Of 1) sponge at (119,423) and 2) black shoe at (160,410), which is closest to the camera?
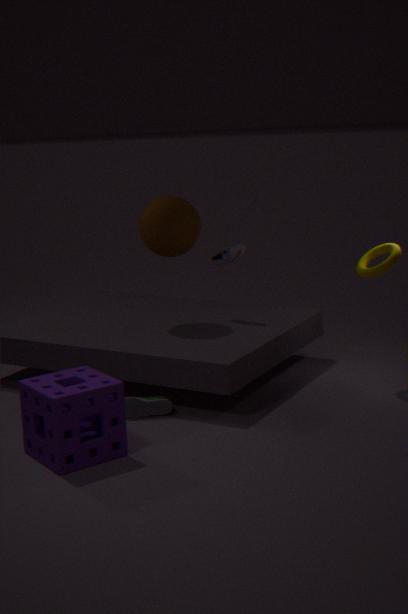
1. sponge at (119,423)
